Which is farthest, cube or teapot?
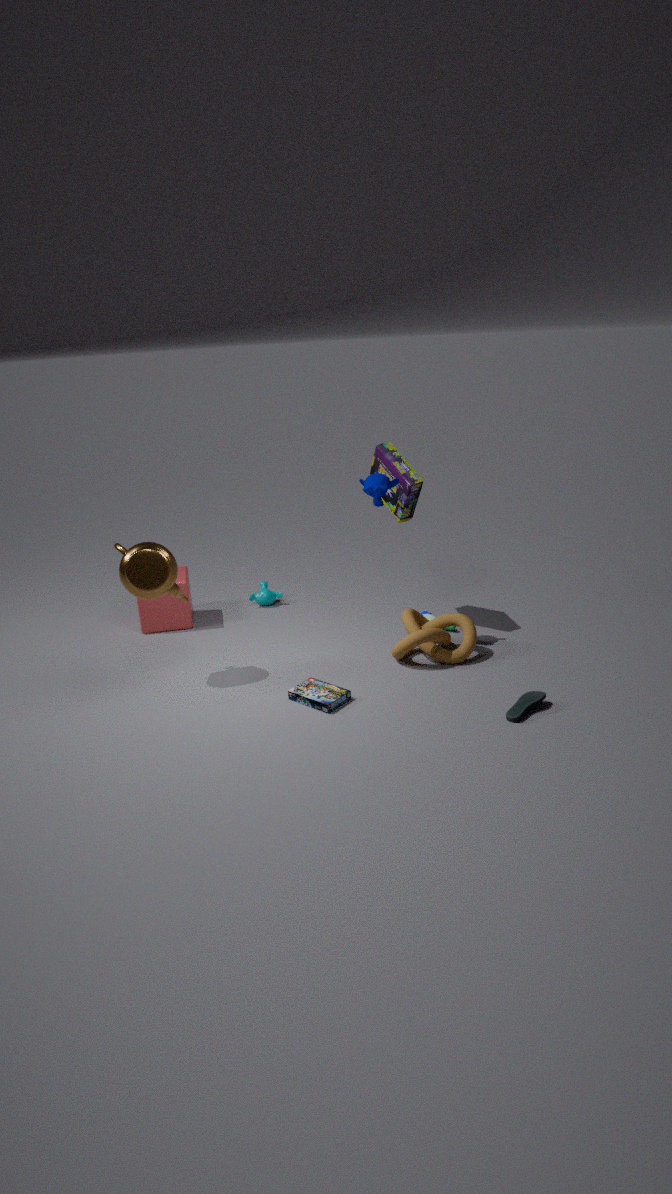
cube
